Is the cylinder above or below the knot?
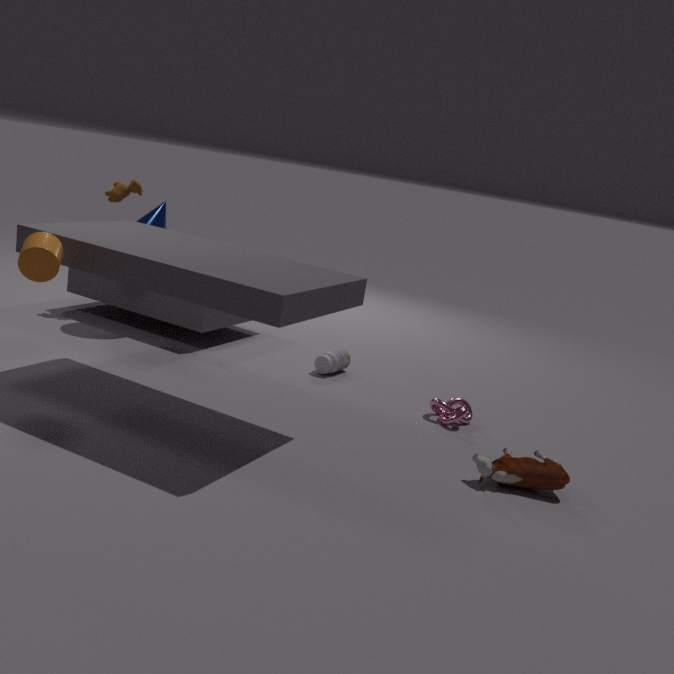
above
